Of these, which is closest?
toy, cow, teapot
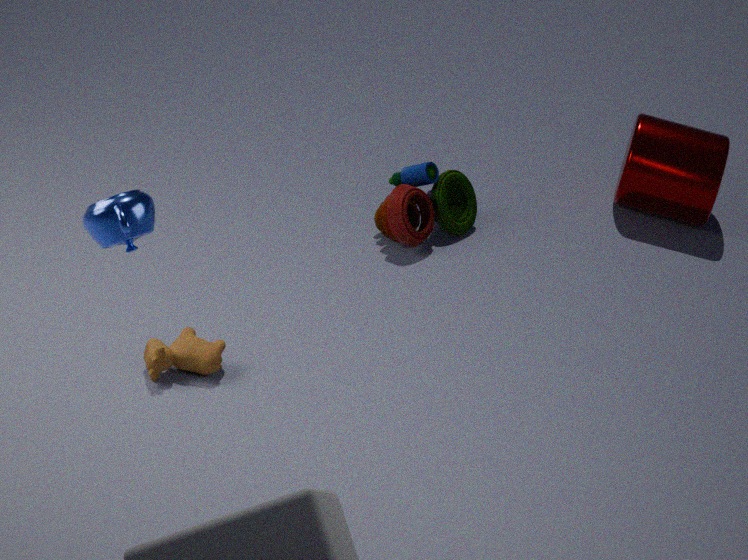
teapot
